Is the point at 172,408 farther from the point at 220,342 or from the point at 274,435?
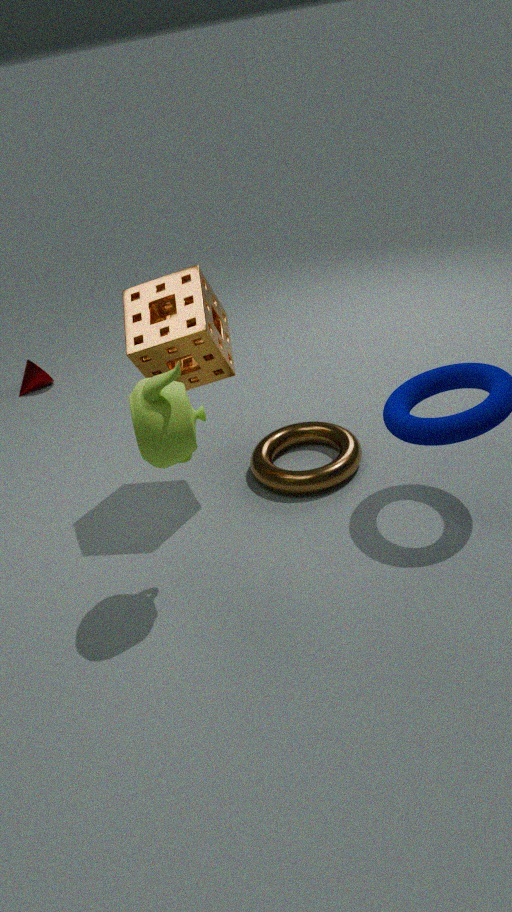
the point at 274,435
